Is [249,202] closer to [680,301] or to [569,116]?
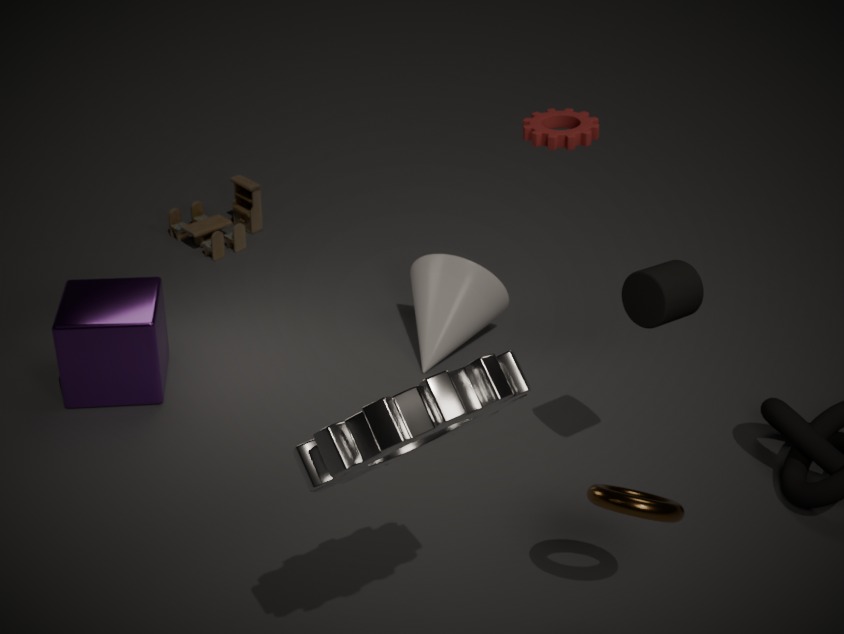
[569,116]
